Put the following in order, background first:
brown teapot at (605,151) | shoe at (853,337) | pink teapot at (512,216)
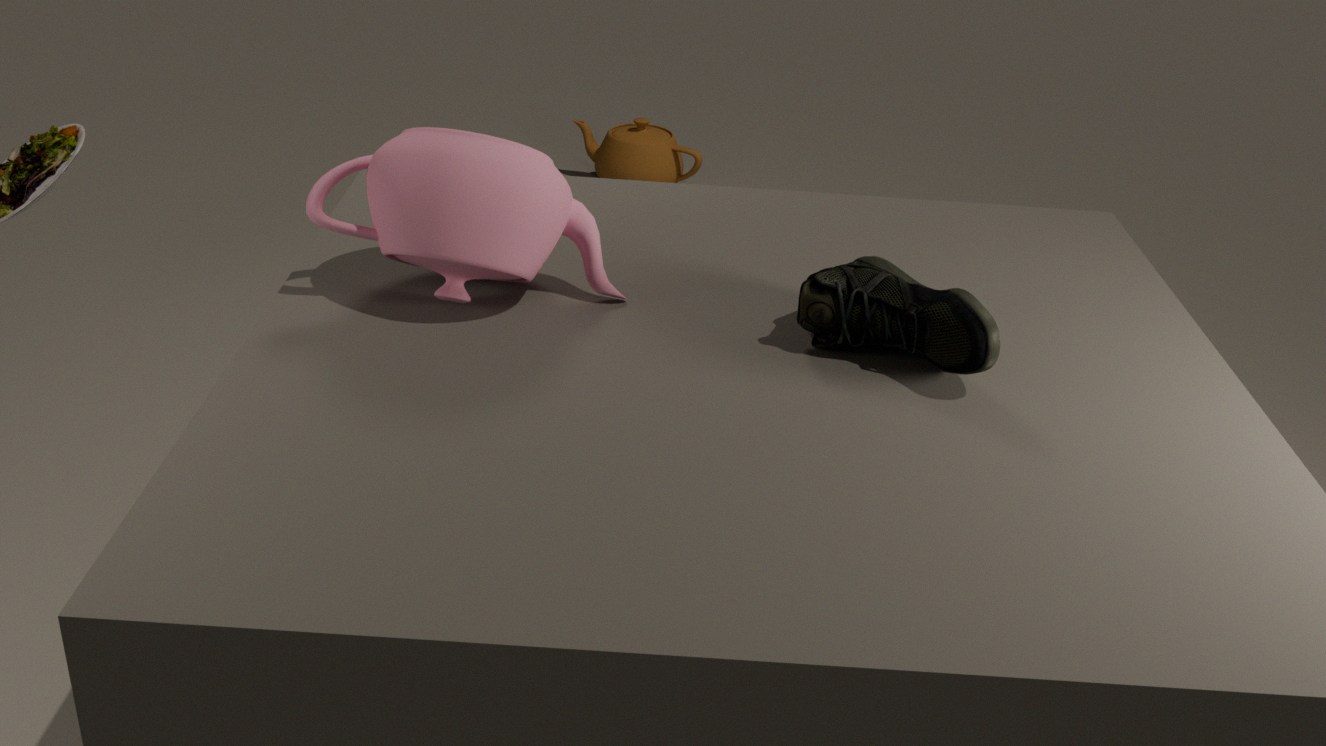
brown teapot at (605,151), pink teapot at (512,216), shoe at (853,337)
